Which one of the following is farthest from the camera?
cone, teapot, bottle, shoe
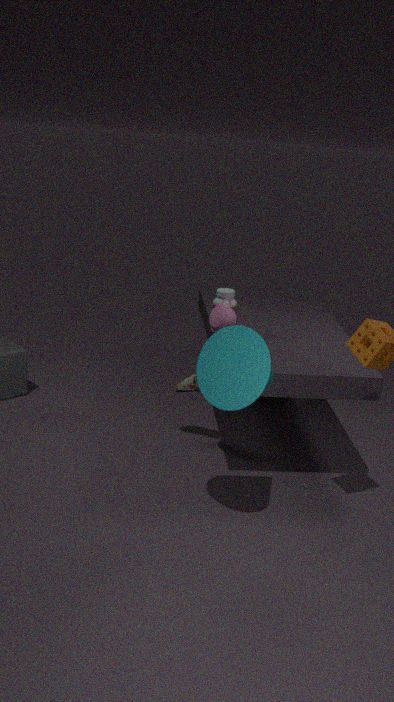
shoe
